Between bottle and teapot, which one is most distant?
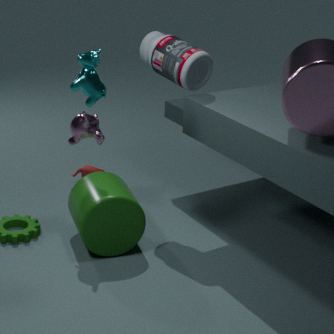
teapot
